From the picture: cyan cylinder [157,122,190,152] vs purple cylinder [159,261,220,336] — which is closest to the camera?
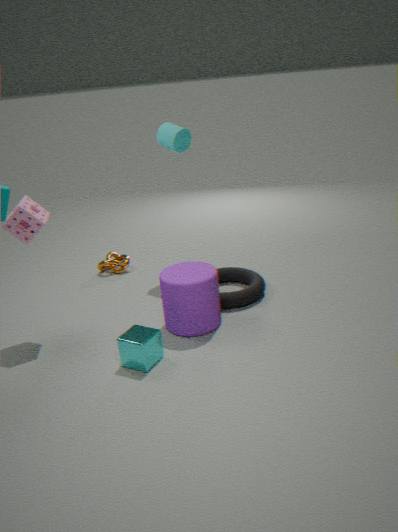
purple cylinder [159,261,220,336]
